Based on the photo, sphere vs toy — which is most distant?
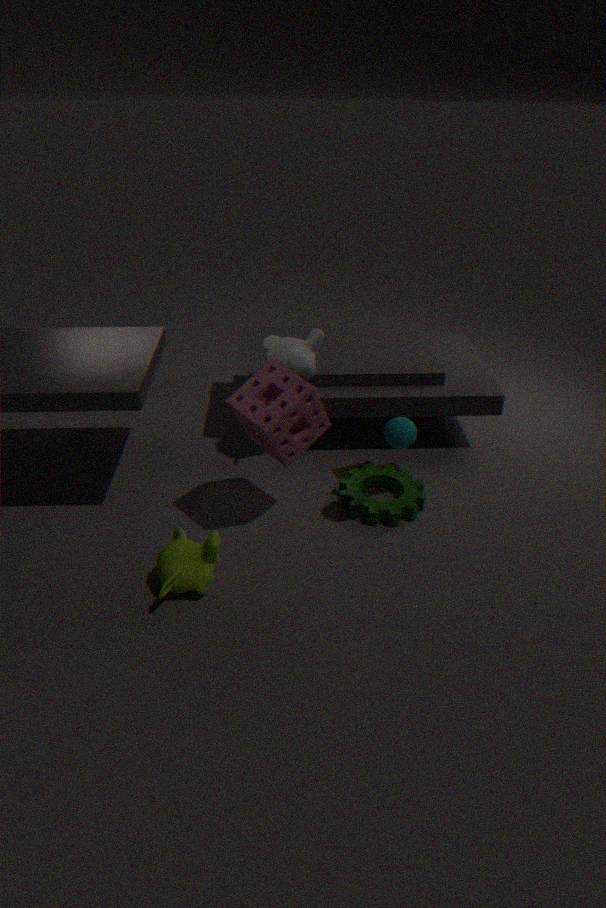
toy
